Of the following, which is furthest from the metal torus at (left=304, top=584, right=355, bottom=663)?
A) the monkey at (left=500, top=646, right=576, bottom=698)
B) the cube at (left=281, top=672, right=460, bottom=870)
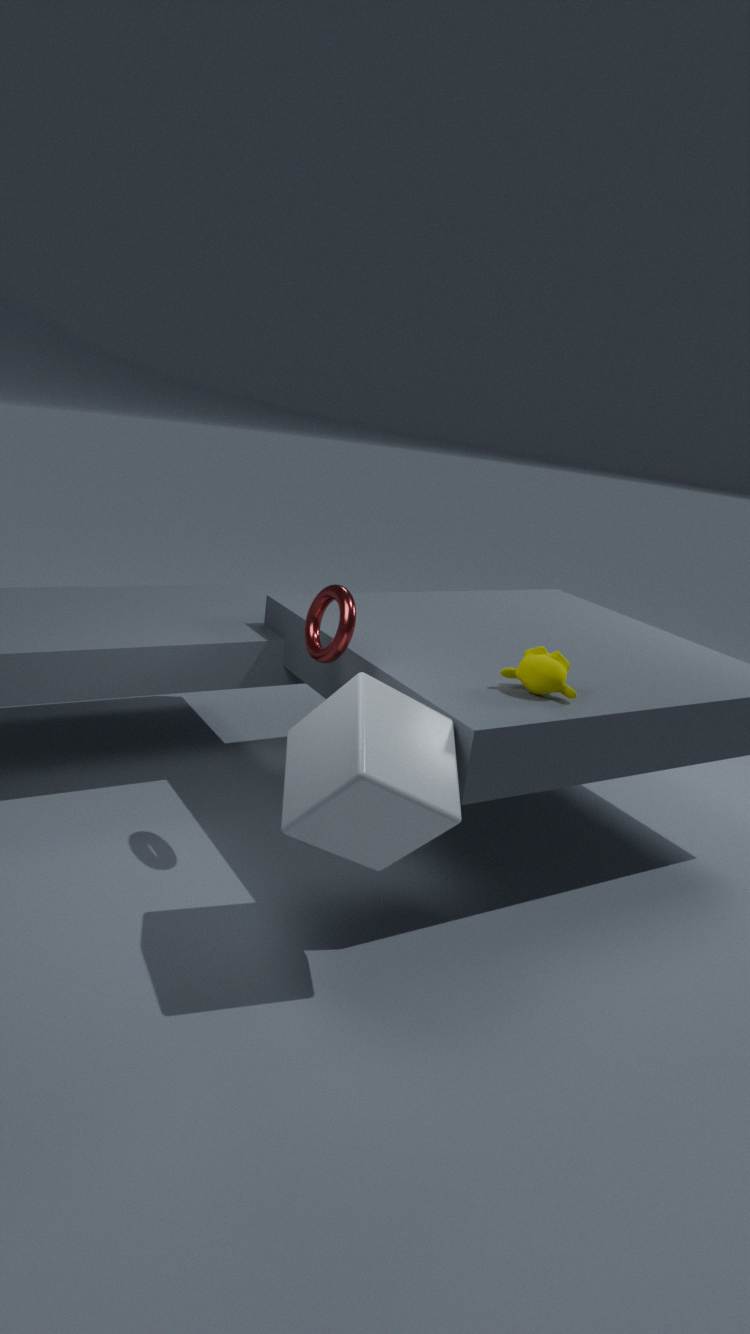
the monkey at (left=500, top=646, right=576, bottom=698)
